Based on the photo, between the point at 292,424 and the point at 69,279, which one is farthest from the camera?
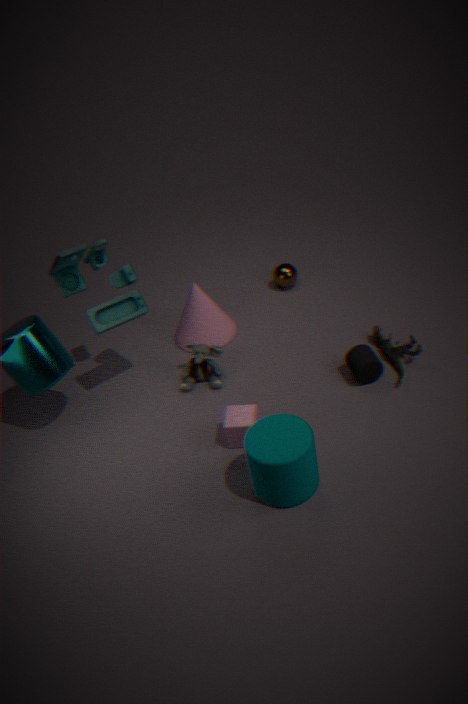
the point at 69,279
